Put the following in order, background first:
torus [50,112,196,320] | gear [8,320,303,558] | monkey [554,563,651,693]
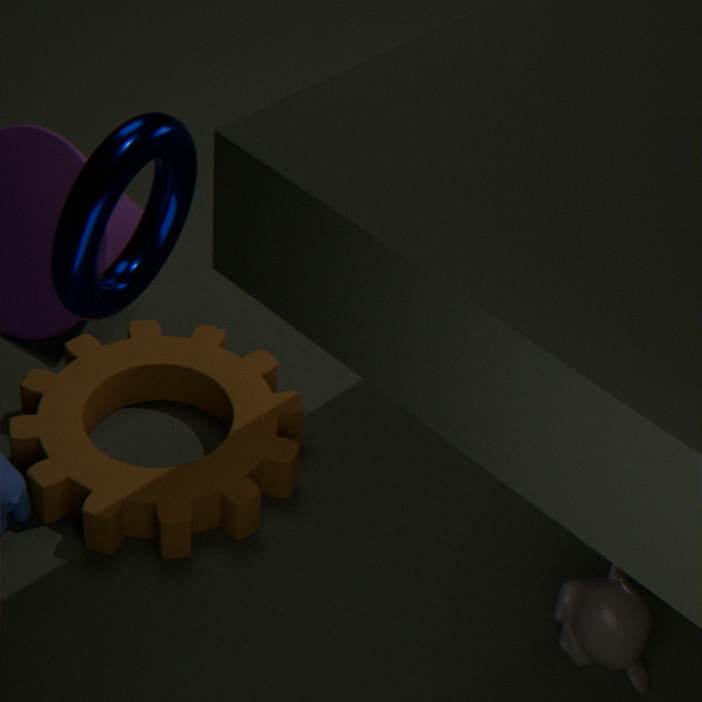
gear [8,320,303,558] → monkey [554,563,651,693] → torus [50,112,196,320]
